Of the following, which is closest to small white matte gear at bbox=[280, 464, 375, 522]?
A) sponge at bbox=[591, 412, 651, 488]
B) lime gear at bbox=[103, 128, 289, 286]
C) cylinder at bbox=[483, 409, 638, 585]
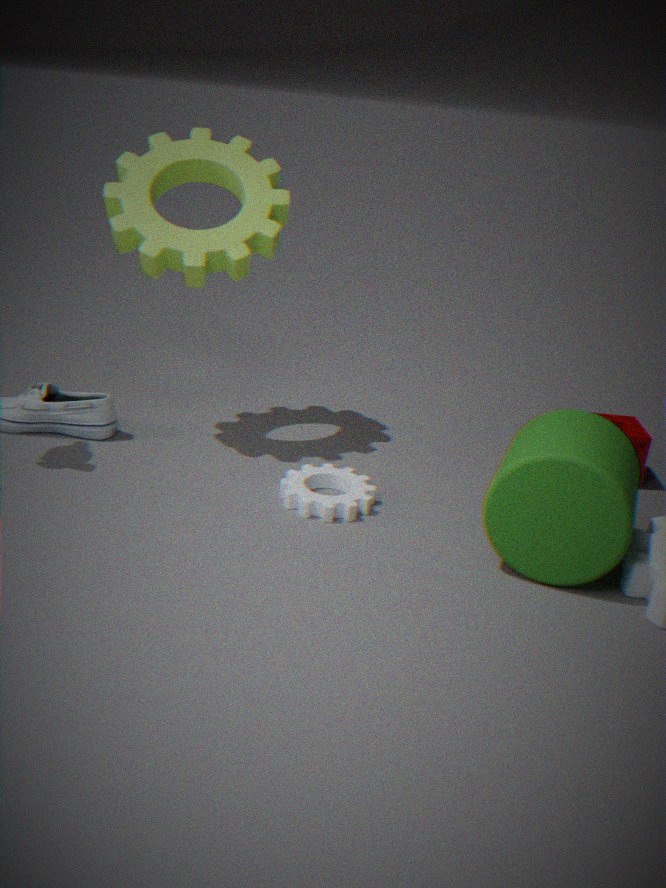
cylinder at bbox=[483, 409, 638, 585]
